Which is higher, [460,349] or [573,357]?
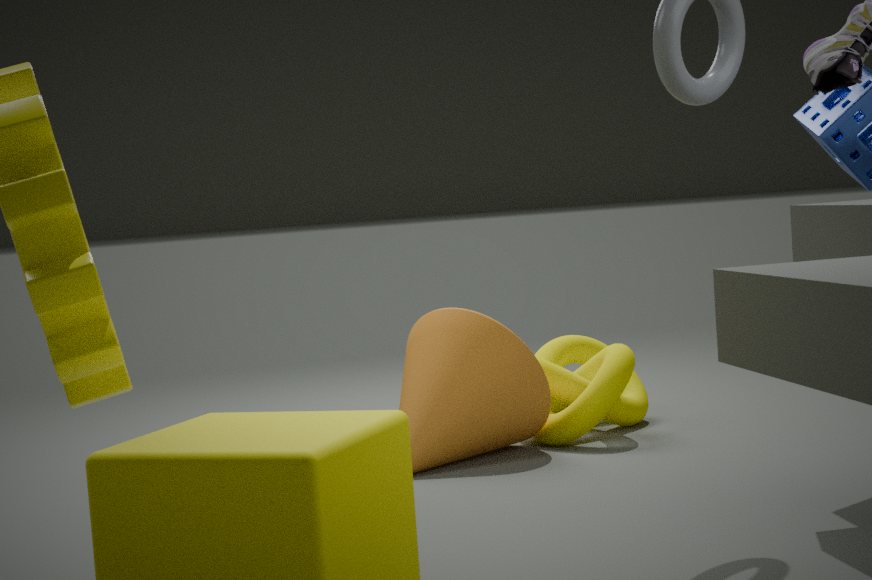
[460,349]
